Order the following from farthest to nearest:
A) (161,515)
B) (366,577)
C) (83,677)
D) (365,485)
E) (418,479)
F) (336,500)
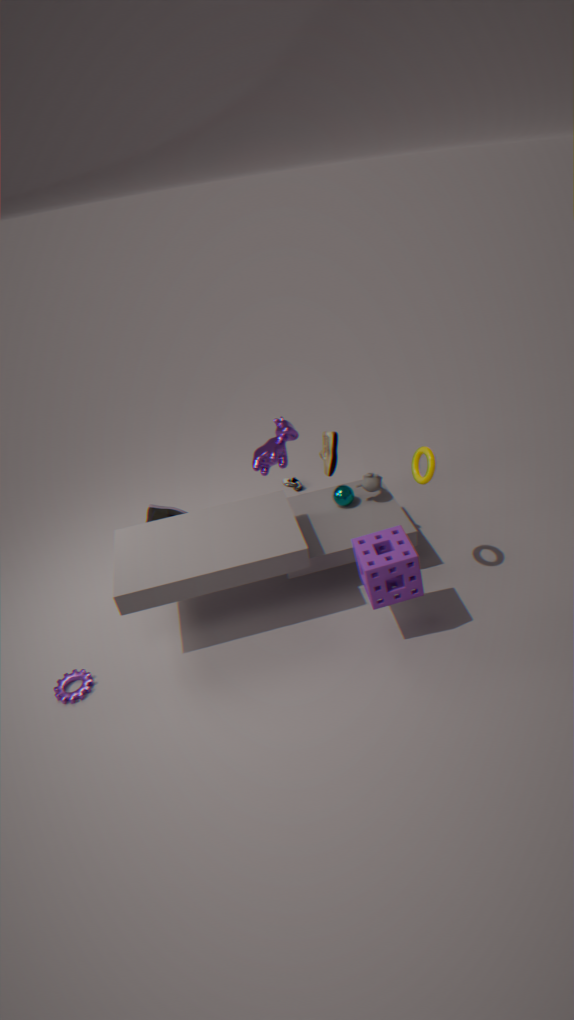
(161,515) < (336,500) < (365,485) < (83,677) < (418,479) < (366,577)
